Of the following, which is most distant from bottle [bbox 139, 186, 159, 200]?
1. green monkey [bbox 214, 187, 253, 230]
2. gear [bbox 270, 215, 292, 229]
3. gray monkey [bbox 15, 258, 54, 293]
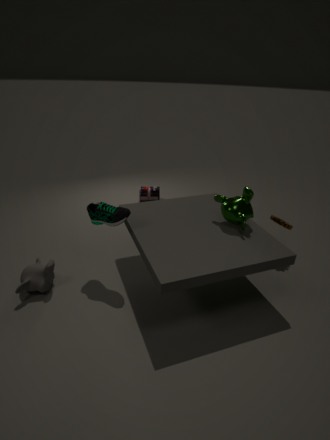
gray monkey [bbox 15, 258, 54, 293]
